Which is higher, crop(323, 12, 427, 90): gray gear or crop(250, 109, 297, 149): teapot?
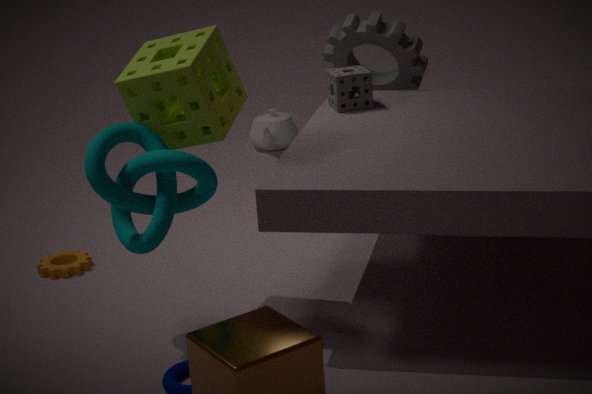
crop(323, 12, 427, 90): gray gear
